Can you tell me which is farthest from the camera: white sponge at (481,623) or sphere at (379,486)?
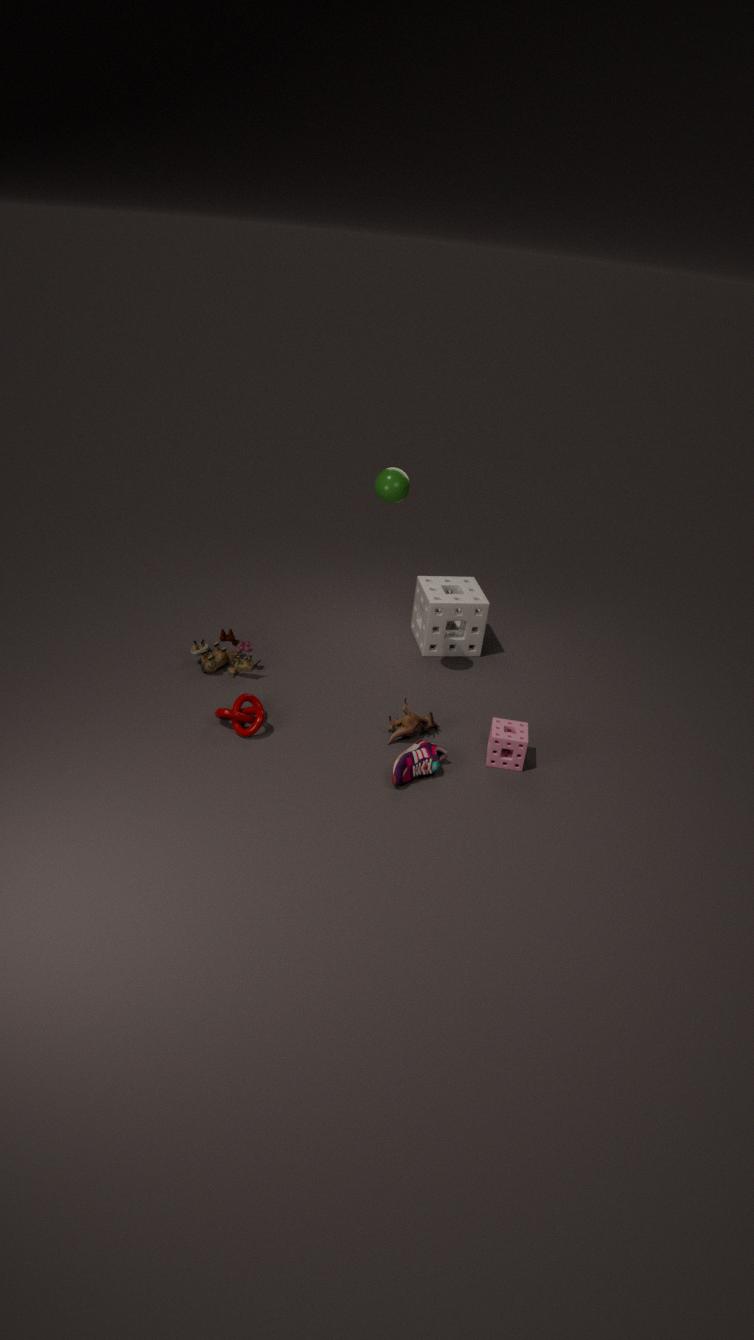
white sponge at (481,623)
